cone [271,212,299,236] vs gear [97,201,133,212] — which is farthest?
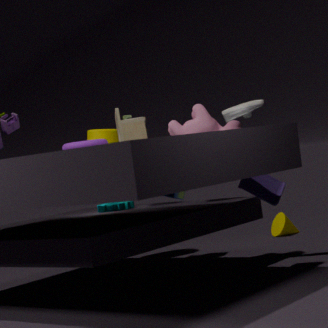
cone [271,212,299,236]
